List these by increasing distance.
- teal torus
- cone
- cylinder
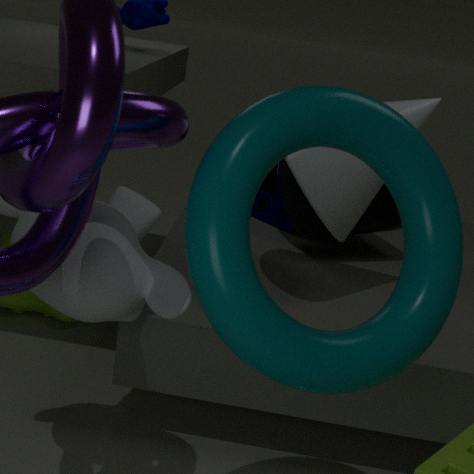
teal torus → cone → cylinder
